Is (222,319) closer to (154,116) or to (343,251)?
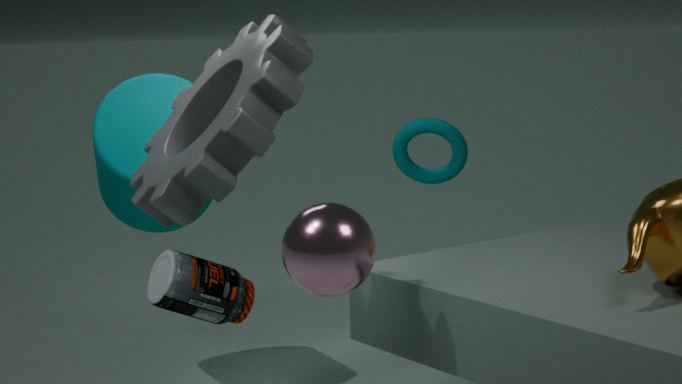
(343,251)
